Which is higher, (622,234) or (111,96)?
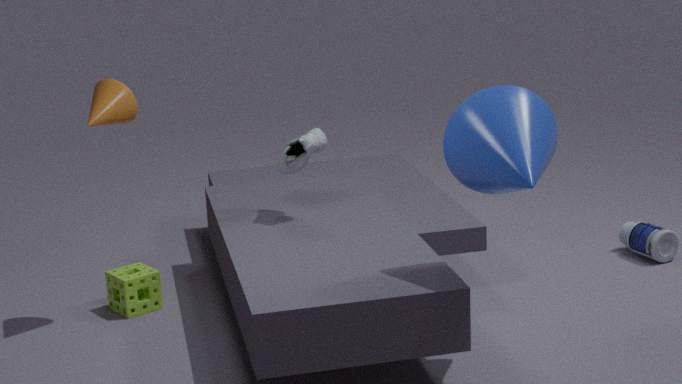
(111,96)
